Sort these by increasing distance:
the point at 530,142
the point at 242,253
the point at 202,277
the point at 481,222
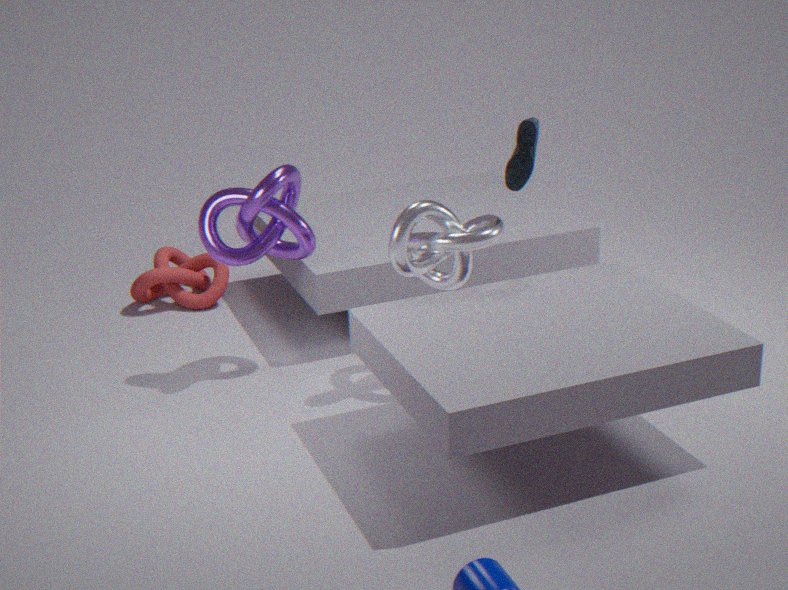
the point at 481,222 < the point at 530,142 < the point at 242,253 < the point at 202,277
